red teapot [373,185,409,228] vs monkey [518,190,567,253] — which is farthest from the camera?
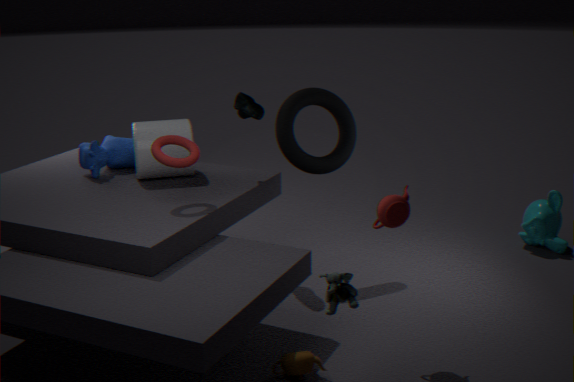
monkey [518,190,567,253]
